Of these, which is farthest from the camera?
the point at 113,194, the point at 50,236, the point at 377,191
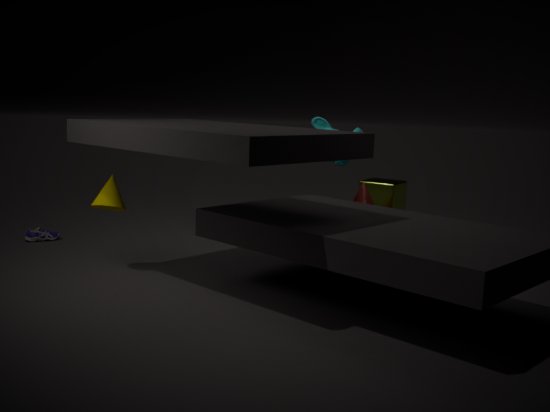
the point at 377,191
